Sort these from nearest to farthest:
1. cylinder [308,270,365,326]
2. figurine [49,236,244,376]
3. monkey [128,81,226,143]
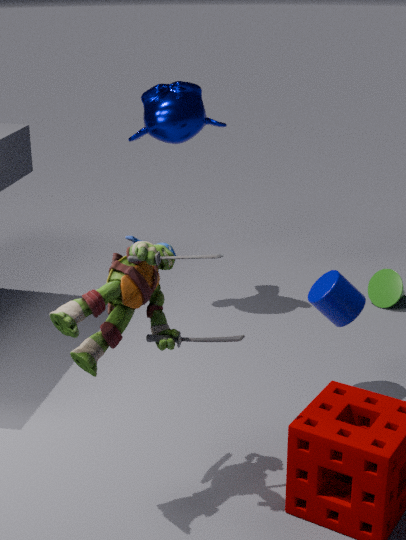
figurine [49,236,244,376] < cylinder [308,270,365,326] < monkey [128,81,226,143]
